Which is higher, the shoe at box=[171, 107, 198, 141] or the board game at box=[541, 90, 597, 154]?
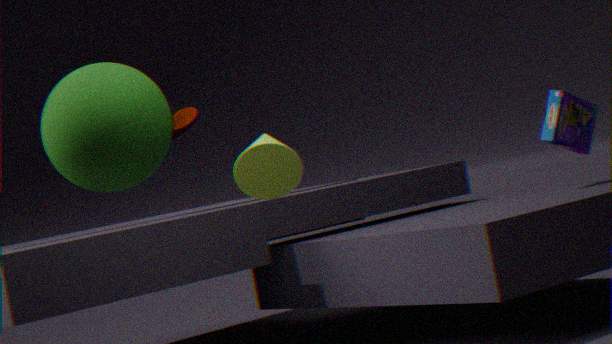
the shoe at box=[171, 107, 198, 141]
